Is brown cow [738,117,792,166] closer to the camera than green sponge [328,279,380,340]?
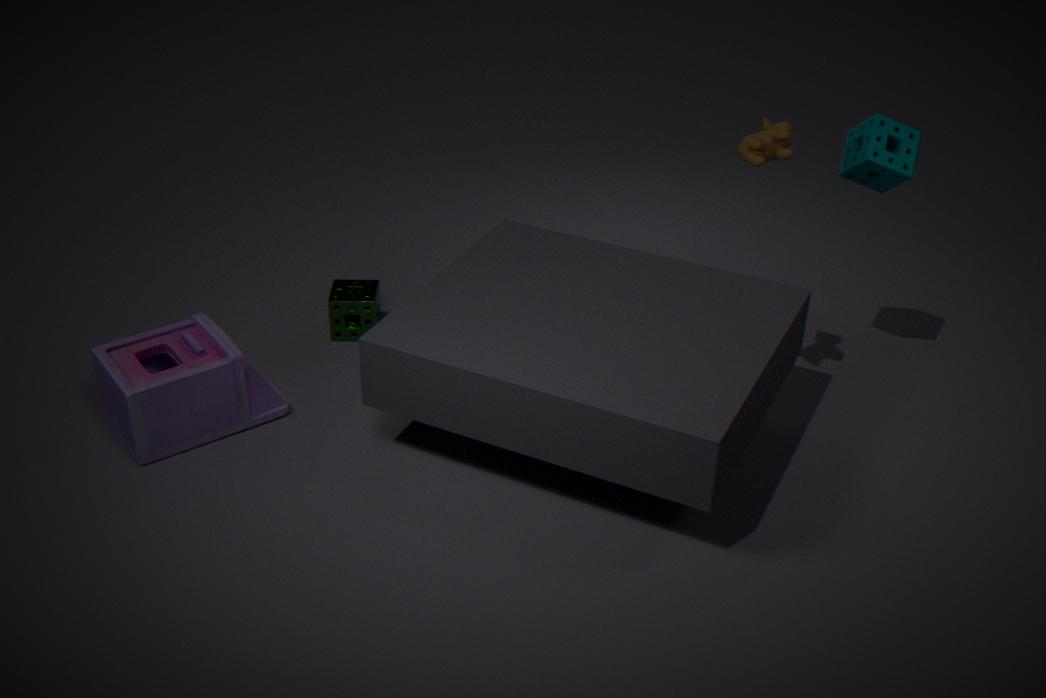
Yes
